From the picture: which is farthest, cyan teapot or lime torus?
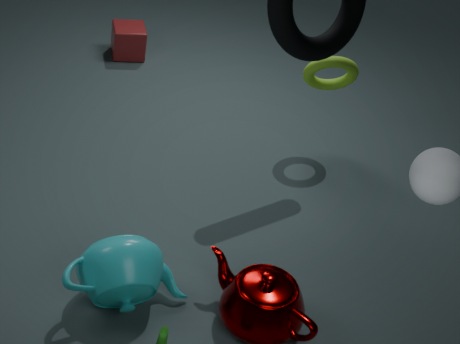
lime torus
